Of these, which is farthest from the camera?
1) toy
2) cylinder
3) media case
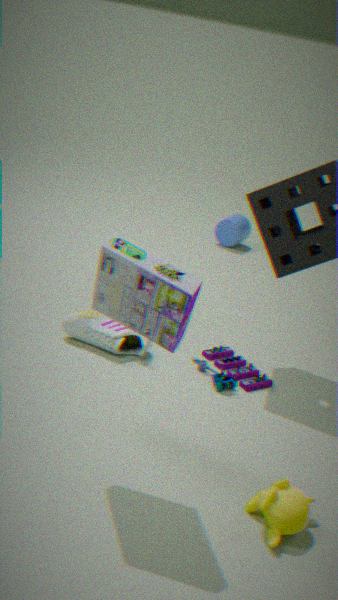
2. cylinder
